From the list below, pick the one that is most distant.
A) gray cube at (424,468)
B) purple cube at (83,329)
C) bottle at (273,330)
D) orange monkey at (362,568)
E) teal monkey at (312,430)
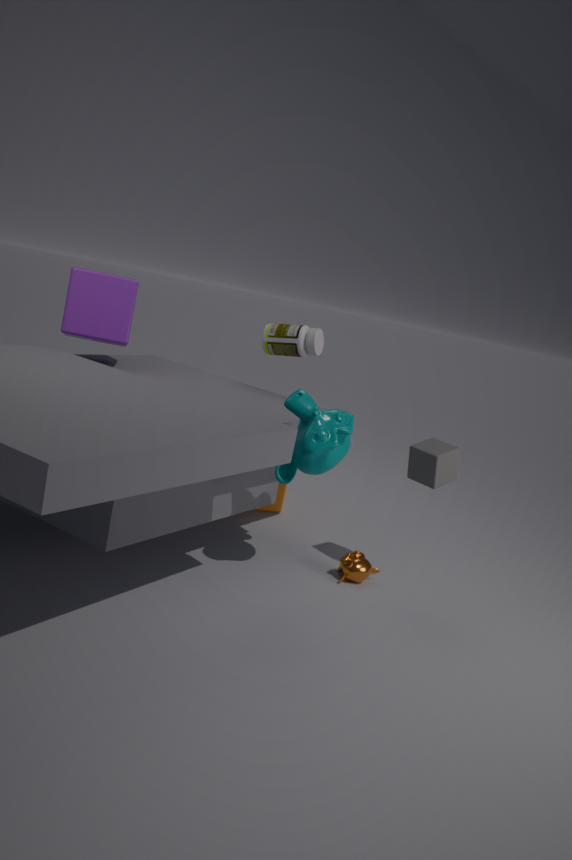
bottle at (273,330)
